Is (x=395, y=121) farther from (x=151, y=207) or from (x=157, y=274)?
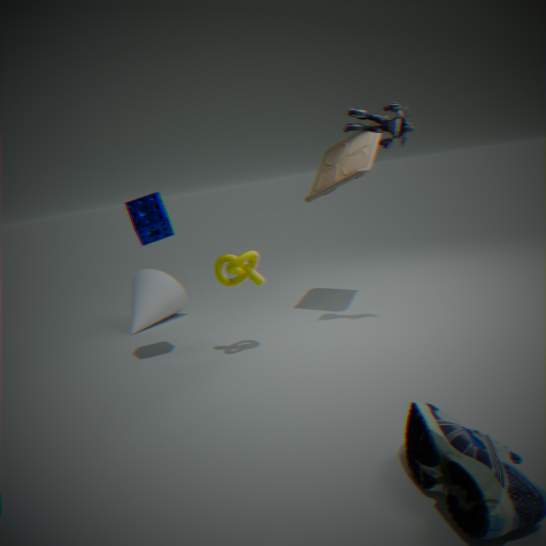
(x=157, y=274)
